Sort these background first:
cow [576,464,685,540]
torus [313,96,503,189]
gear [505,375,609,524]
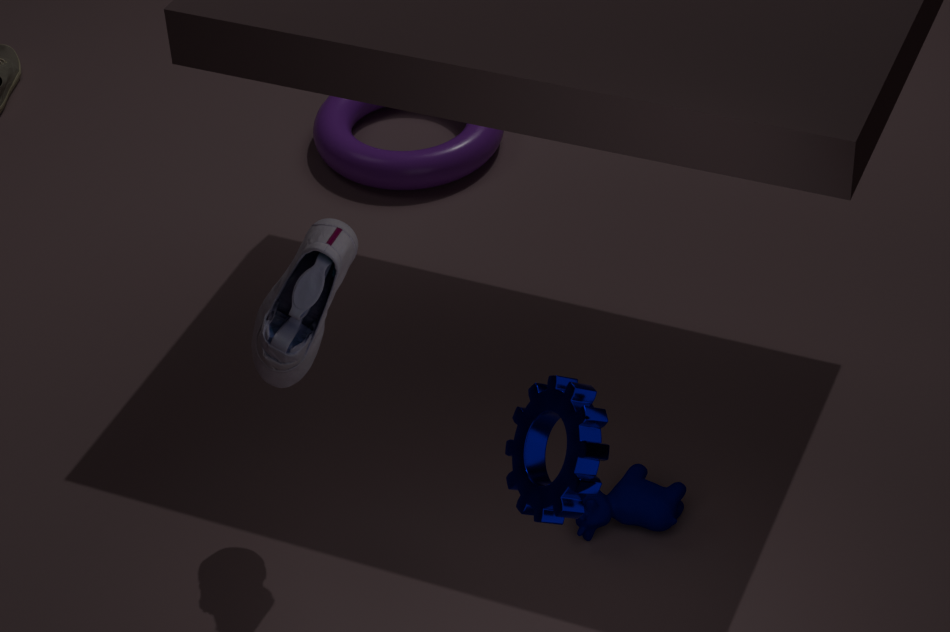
torus [313,96,503,189]
cow [576,464,685,540]
gear [505,375,609,524]
